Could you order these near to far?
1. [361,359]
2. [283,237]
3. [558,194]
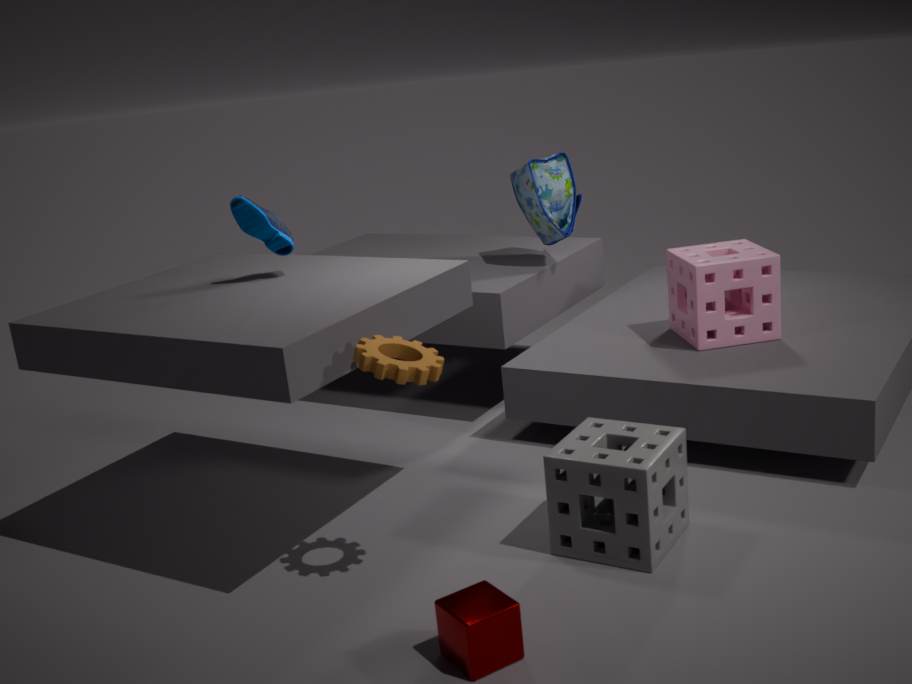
[361,359], [283,237], [558,194]
